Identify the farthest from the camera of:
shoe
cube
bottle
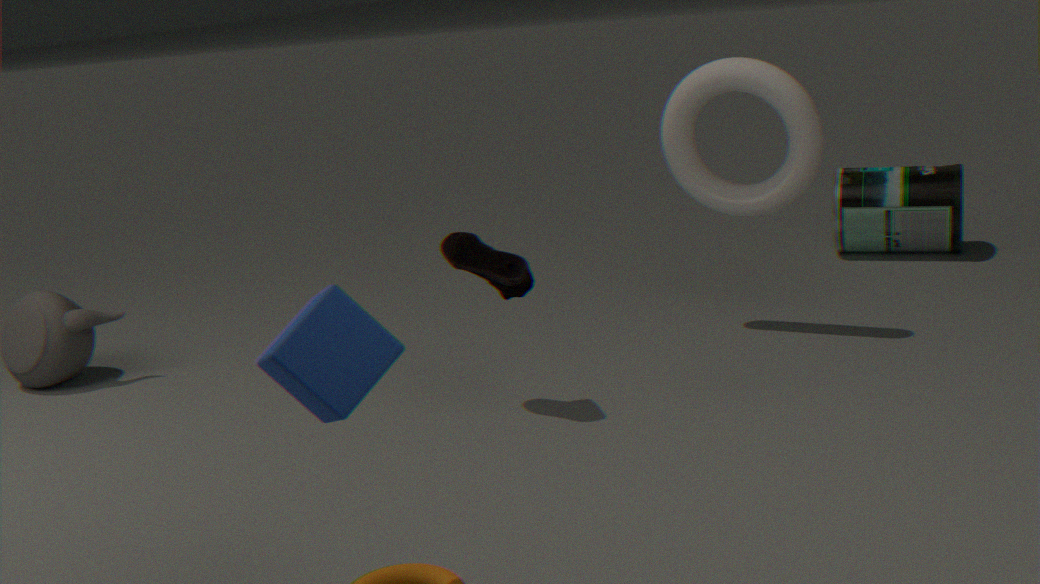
bottle
